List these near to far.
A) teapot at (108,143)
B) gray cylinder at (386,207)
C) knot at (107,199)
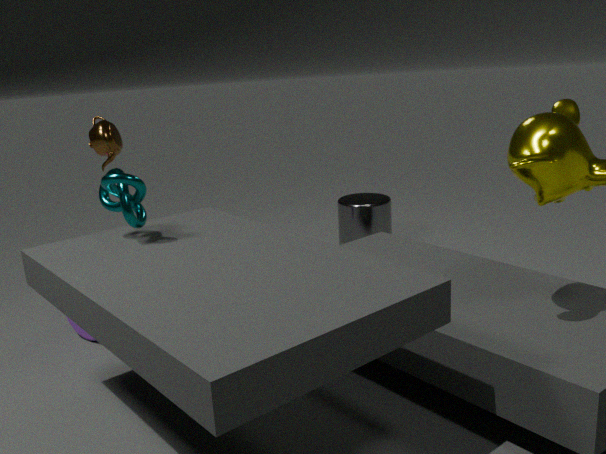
knot at (107,199) → teapot at (108,143) → gray cylinder at (386,207)
